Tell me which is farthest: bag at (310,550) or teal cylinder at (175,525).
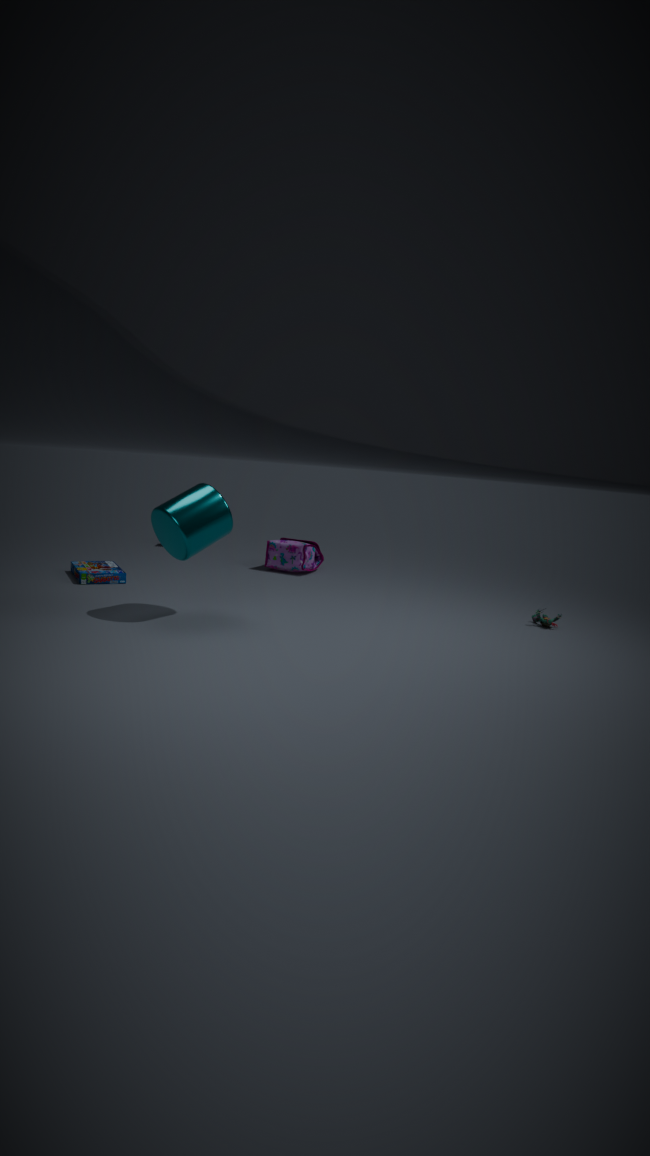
bag at (310,550)
